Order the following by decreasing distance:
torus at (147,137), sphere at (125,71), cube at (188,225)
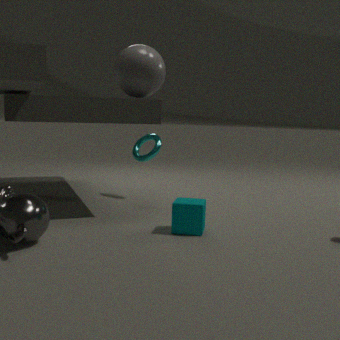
torus at (147,137), sphere at (125,71), cube at (188,225)
